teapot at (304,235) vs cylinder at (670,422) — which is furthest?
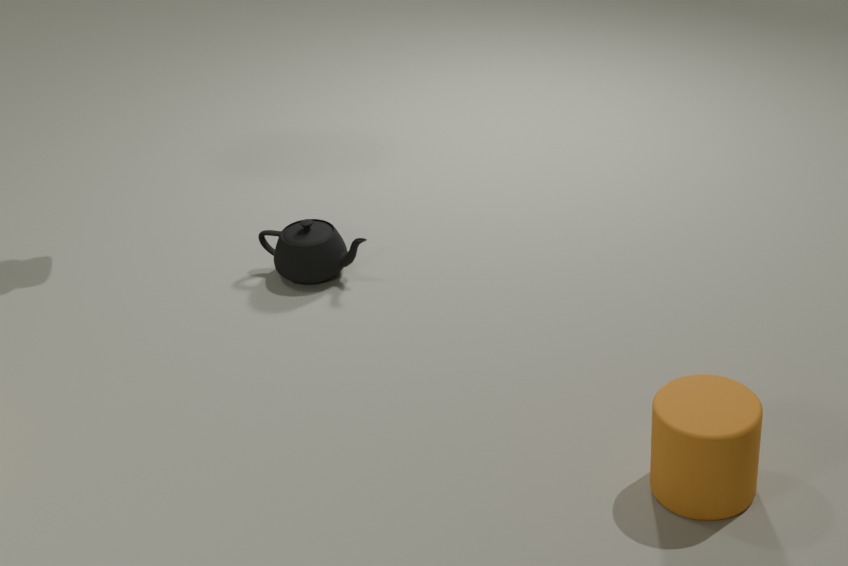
teapot at (304,235)
